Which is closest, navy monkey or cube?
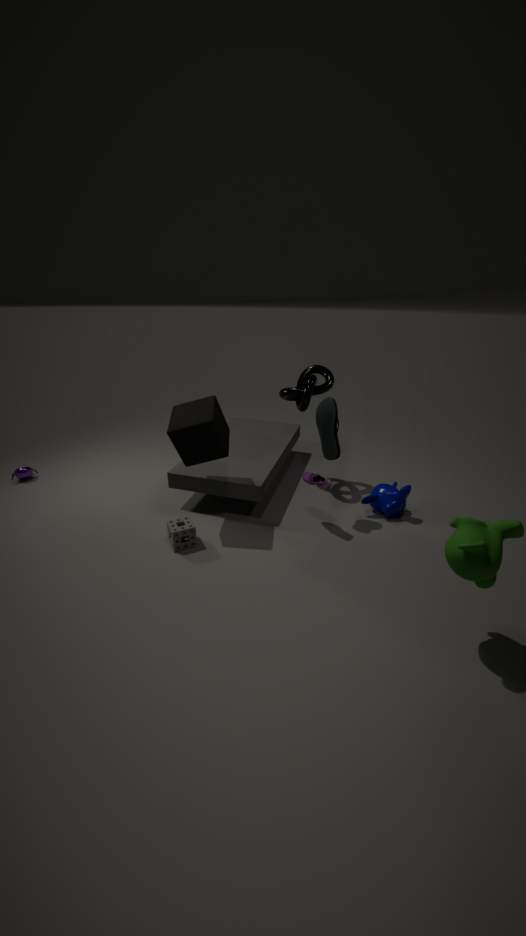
cube
